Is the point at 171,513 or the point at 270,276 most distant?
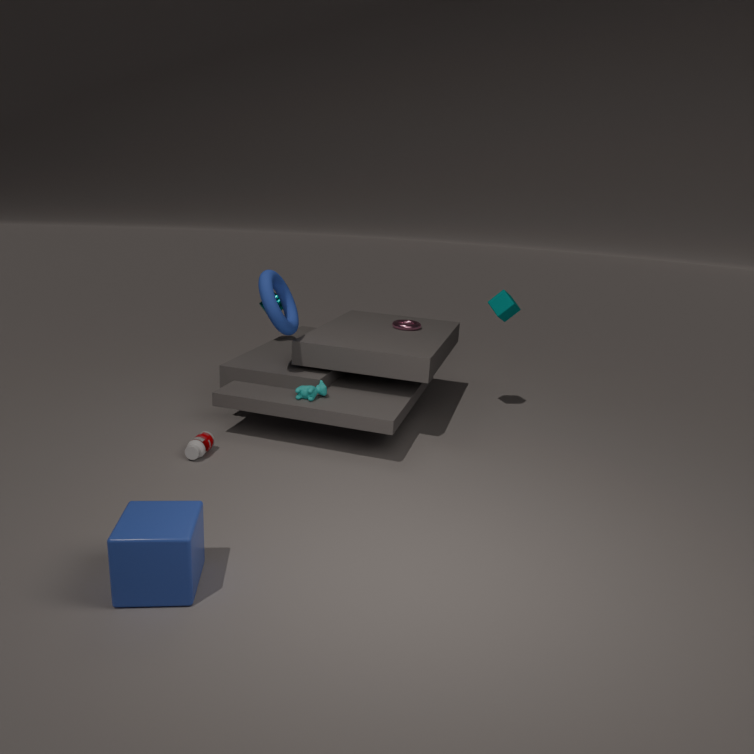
the point at 270,276
